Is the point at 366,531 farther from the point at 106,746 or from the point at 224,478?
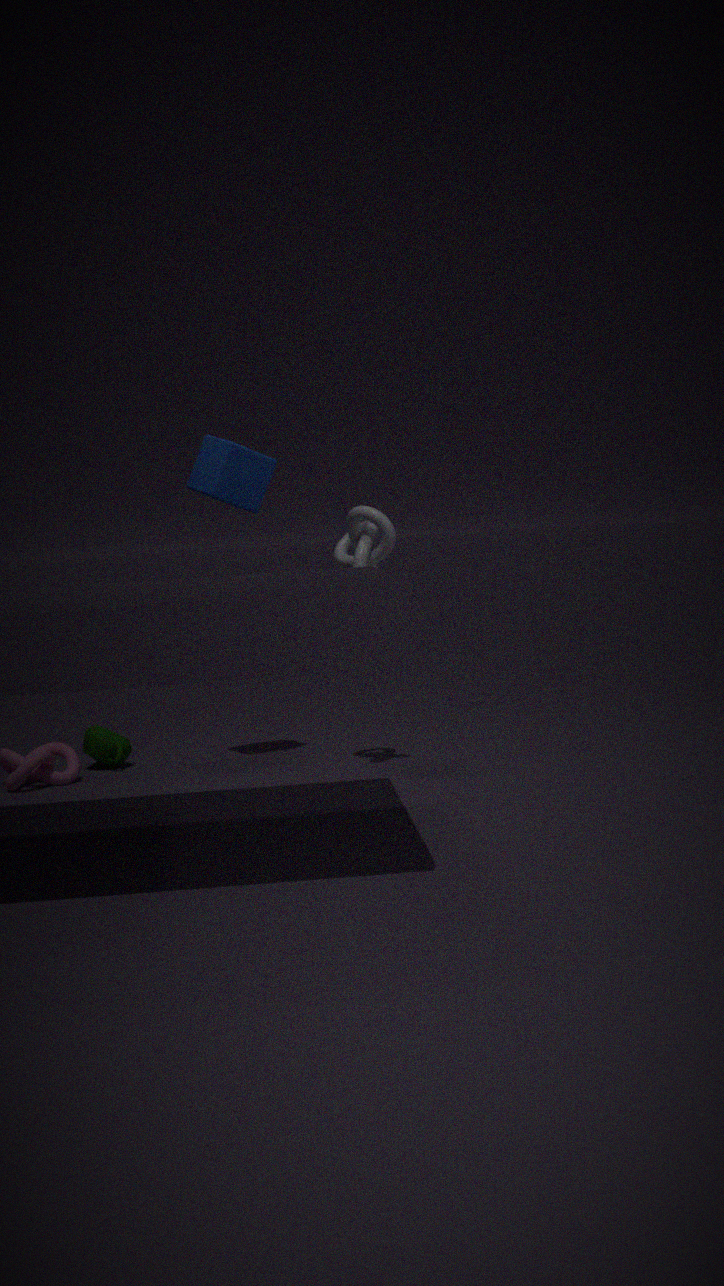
the point at 106,746
